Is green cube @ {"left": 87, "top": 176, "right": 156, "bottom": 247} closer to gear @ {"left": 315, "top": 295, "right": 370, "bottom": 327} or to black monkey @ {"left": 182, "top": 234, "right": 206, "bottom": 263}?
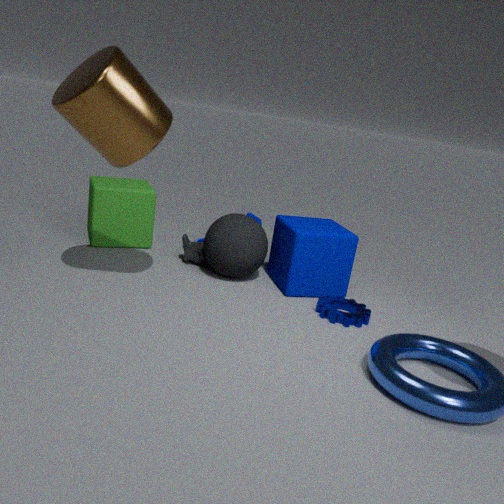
black monkey @ {"left": 182, "top": 234, "right": 206, "bottom": 263}
